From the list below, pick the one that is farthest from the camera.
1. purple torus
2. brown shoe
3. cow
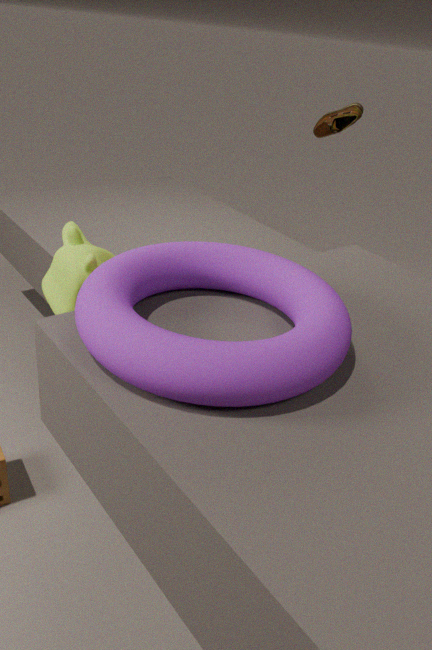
brown shoe
